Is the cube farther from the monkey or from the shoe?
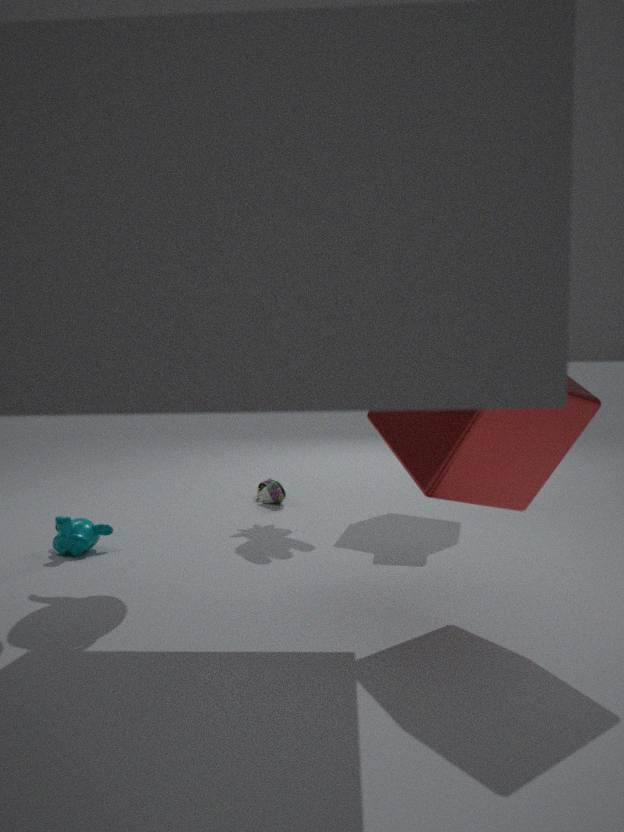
the shoe
